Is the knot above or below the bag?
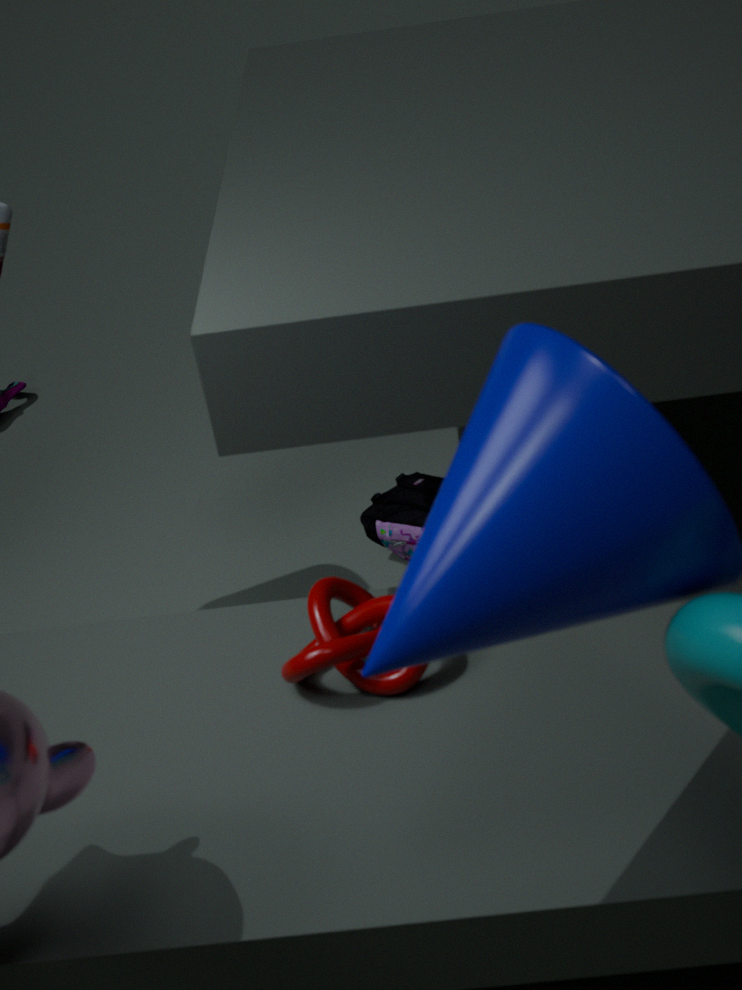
above
